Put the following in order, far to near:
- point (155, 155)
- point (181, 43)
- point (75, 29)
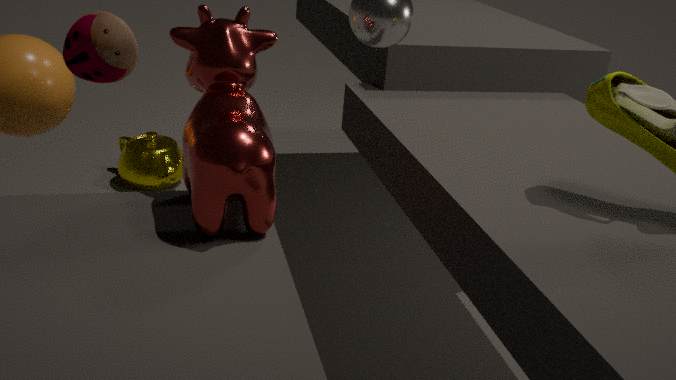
point (155, 155), point (75, 29), point (181, 43)
